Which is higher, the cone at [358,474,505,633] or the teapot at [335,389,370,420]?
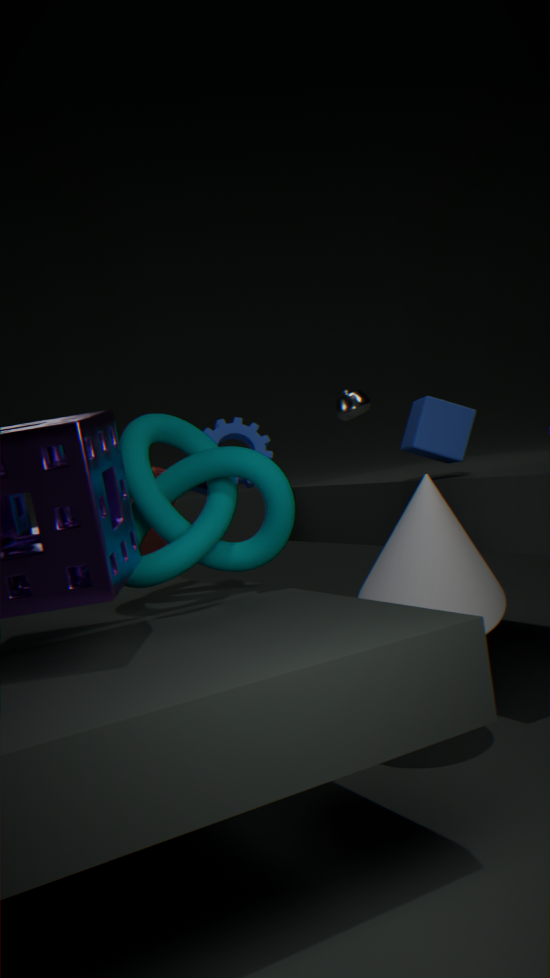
the teapot at [335,389,370,420]
